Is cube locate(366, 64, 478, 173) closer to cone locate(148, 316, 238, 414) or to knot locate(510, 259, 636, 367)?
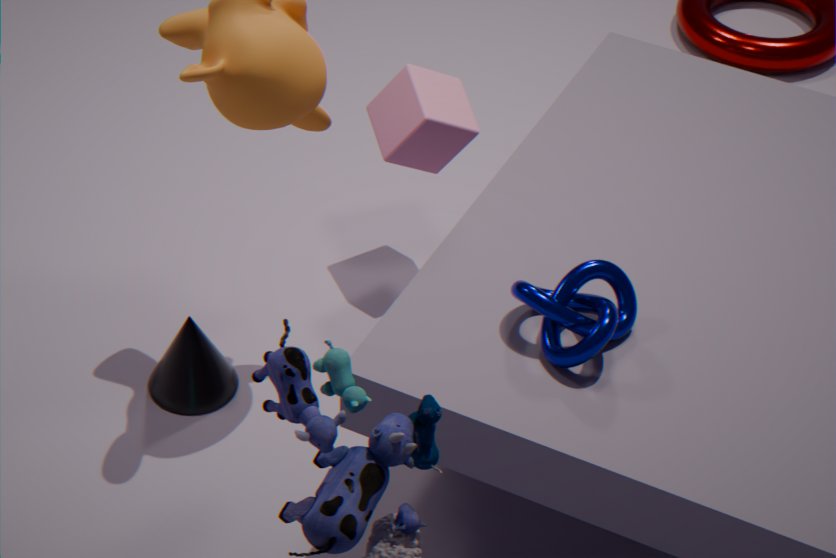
cone locate(148, 316, 238, 414)
